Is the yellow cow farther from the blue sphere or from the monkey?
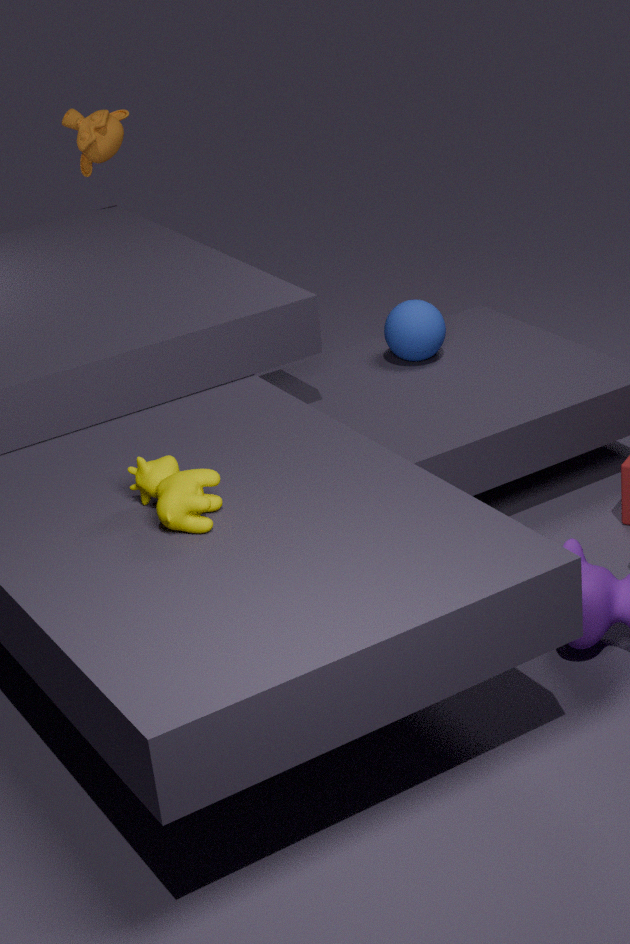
the monkey
